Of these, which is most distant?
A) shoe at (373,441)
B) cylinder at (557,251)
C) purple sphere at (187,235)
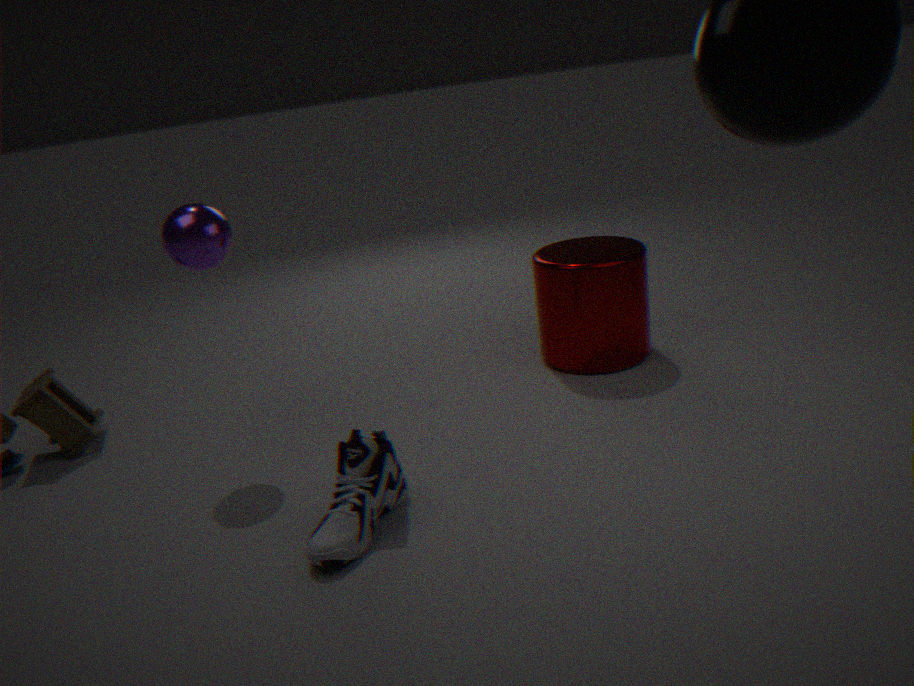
cylinder at (557,251)
